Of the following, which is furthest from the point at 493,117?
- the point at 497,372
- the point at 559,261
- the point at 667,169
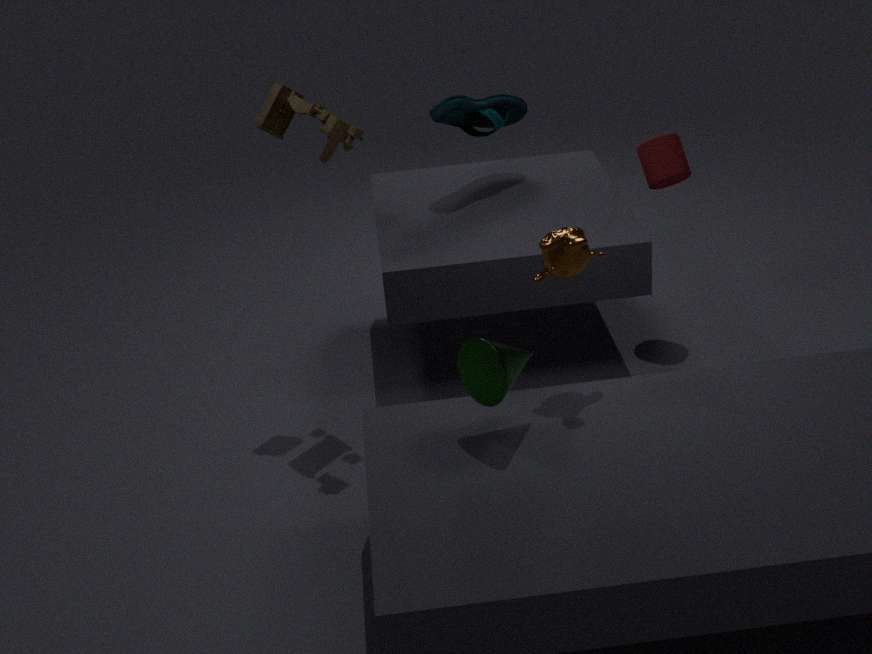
the point at 497,372
